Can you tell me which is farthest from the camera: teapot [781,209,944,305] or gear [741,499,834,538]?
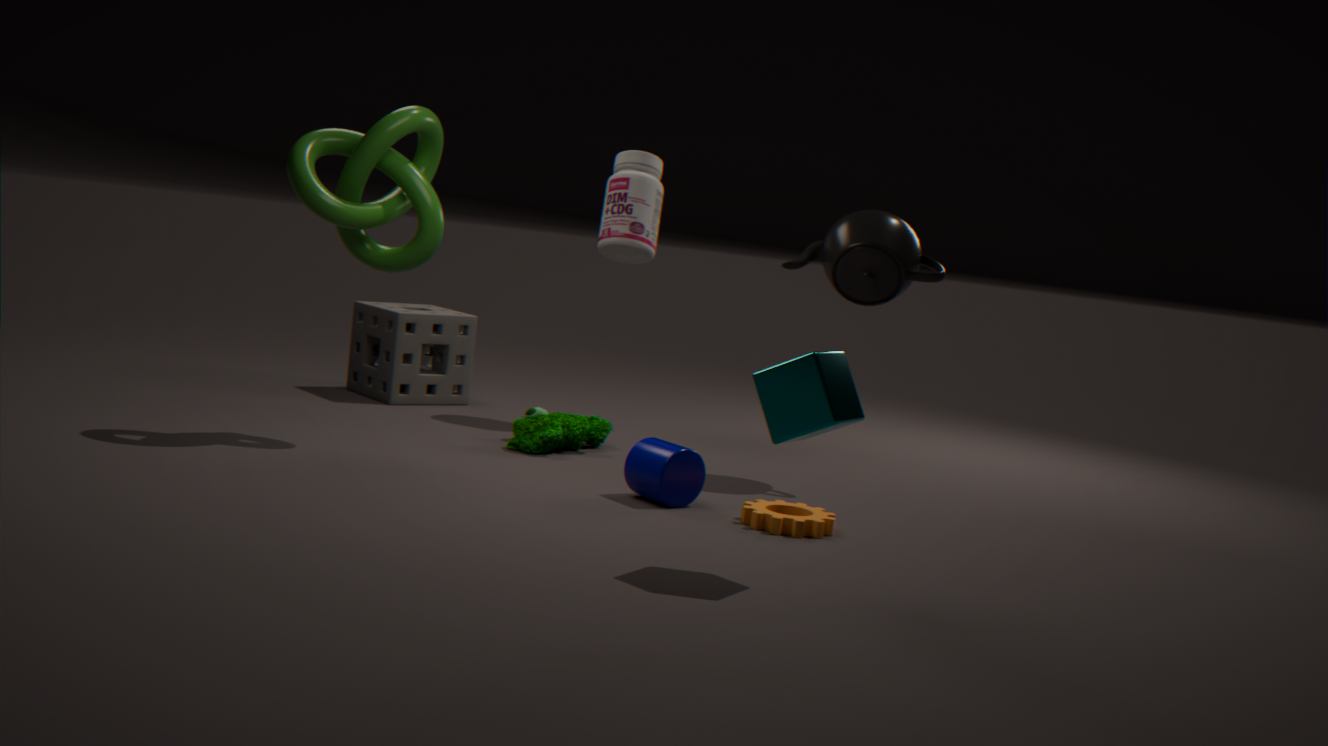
teapot [781,209,944,305]
